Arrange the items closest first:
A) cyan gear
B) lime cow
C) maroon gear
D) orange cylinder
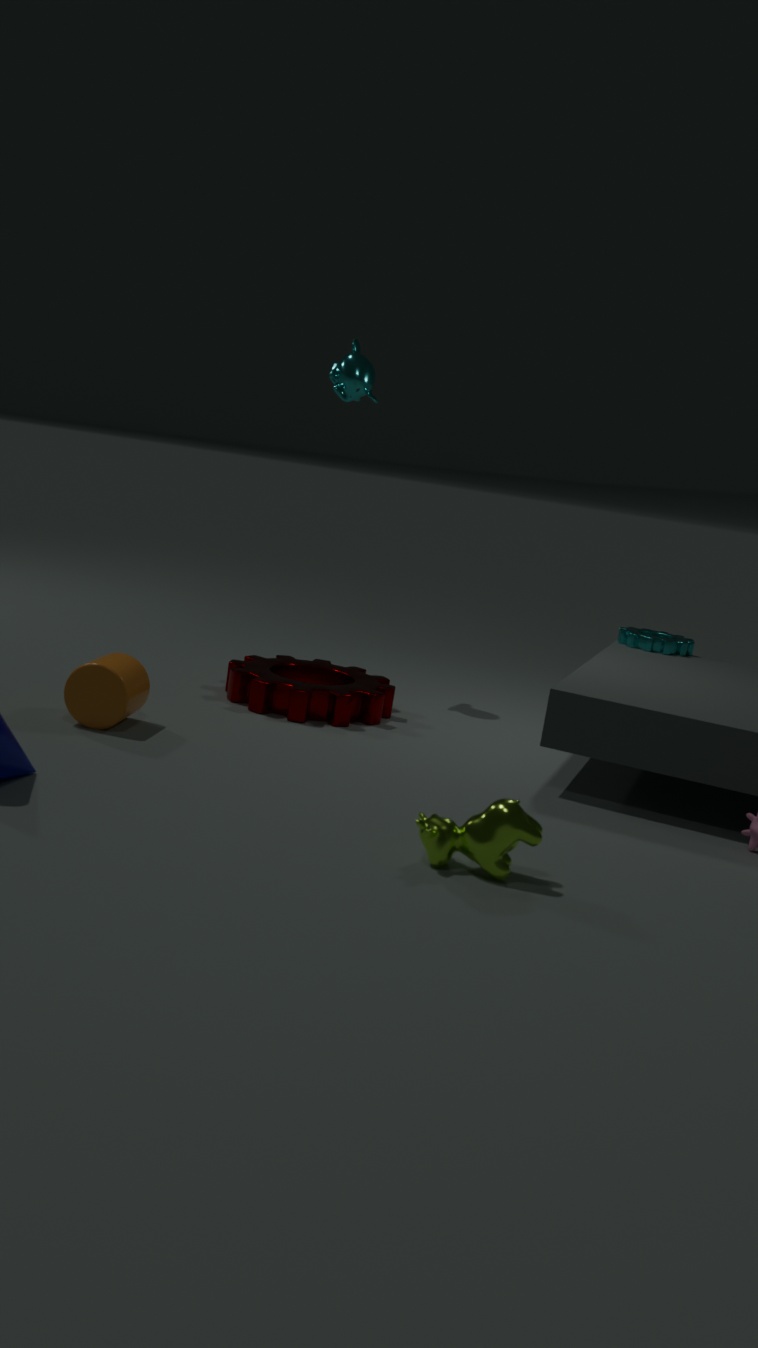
lime cow → orange cylinder → maroon gear → cyan gear
